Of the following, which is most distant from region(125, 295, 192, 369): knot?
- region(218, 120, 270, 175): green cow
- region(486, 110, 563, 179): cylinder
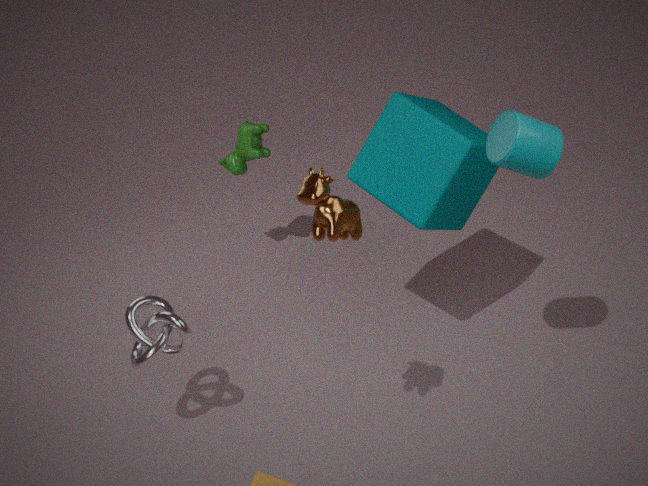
region(486, 110, 563, 179): cylinder
